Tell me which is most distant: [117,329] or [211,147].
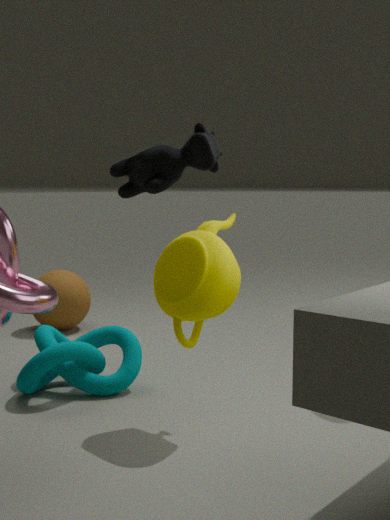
[117,329]
